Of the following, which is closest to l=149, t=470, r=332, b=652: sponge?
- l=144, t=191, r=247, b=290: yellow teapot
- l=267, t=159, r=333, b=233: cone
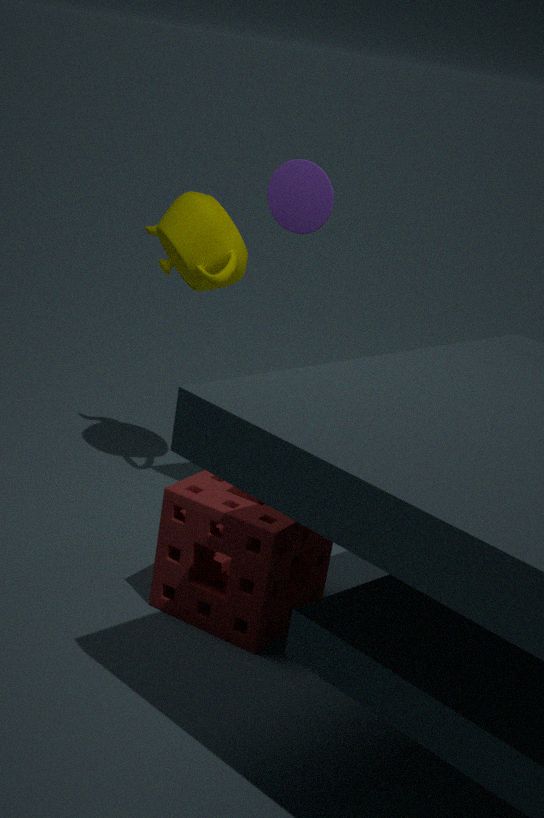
l=144, t=191, r=247, b=290: yellow teapot
